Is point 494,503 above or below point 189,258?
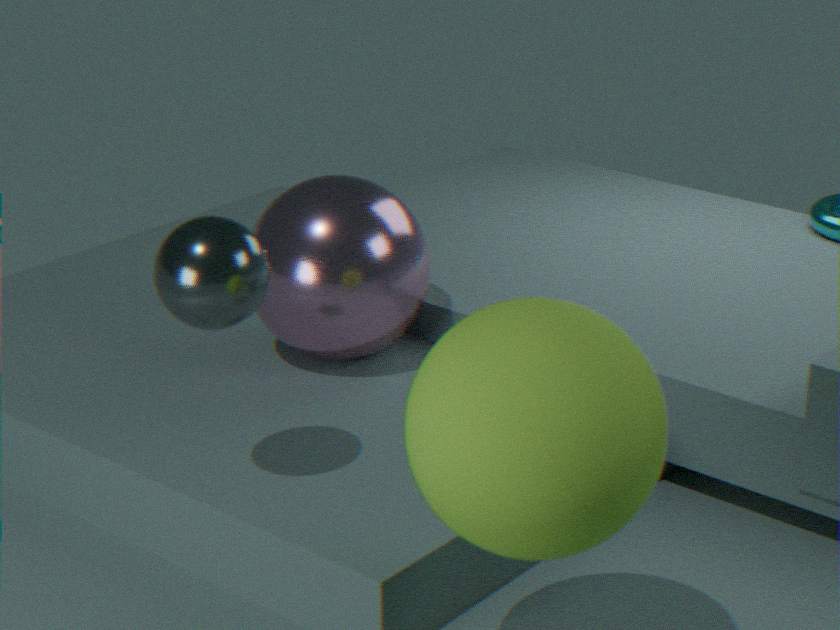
below
